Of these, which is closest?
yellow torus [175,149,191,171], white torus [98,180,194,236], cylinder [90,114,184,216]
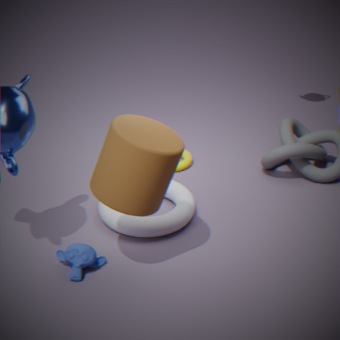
cylinder [90,114,184,216]
